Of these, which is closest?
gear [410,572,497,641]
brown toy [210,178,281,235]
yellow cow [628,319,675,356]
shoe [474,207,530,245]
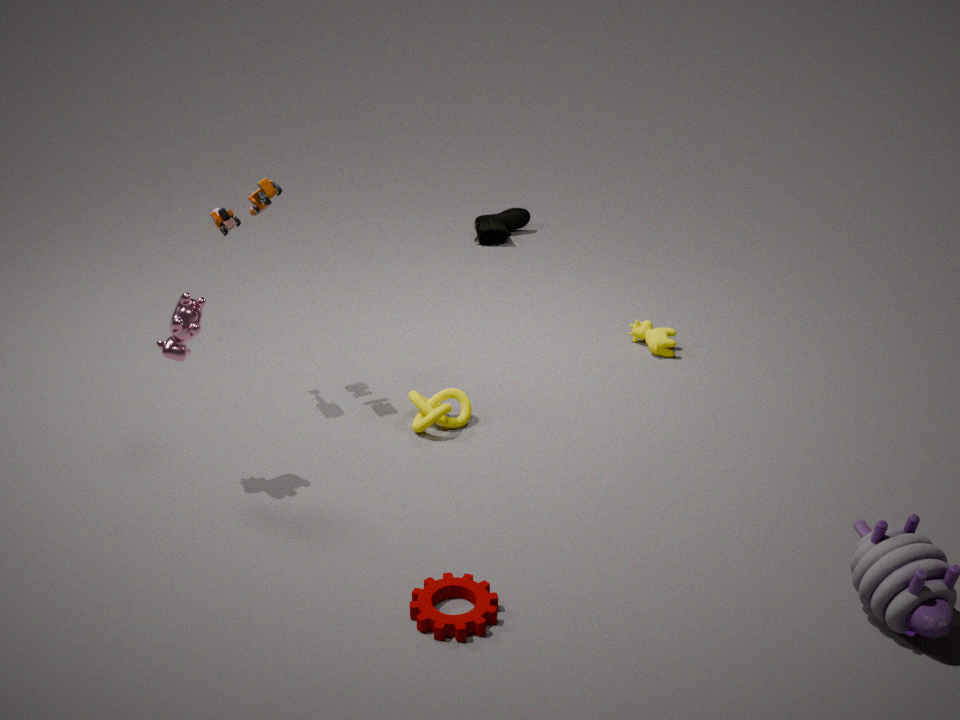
gear [410,572,497,641]
